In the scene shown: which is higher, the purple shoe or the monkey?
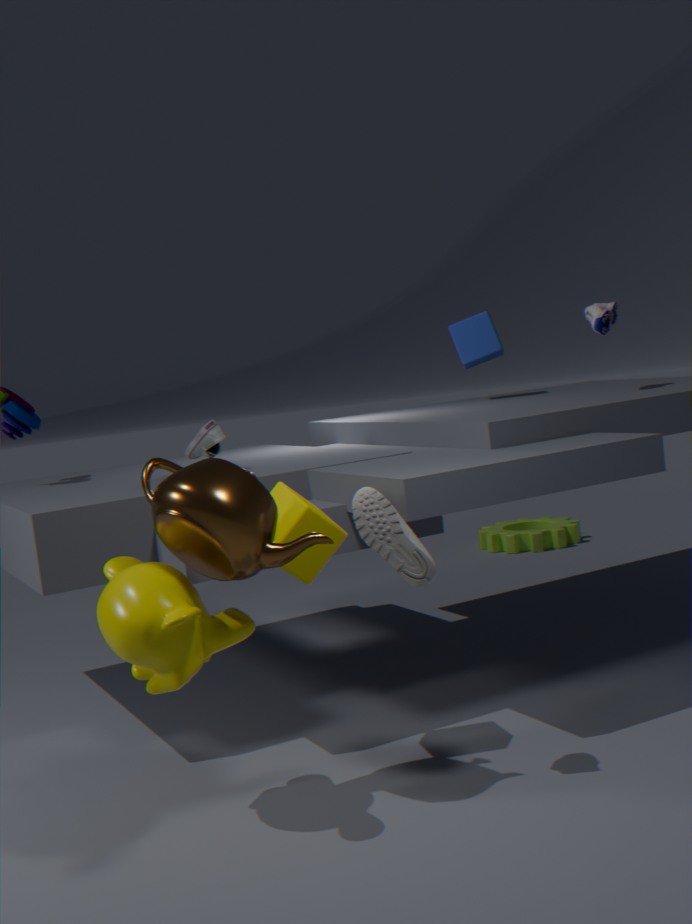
the purple shoe
